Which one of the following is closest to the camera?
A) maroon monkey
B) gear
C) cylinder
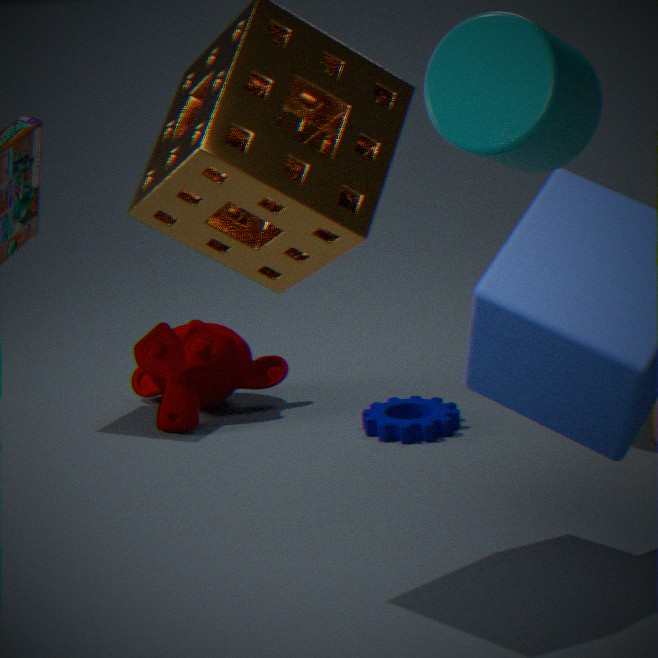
cylinder
